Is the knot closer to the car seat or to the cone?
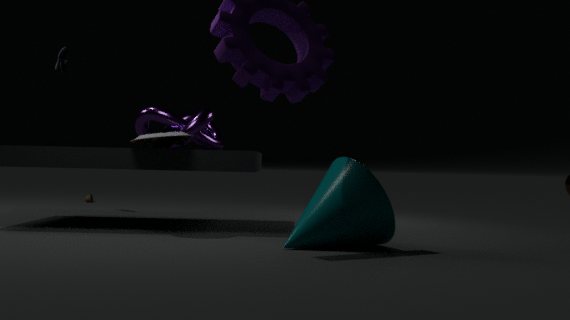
the car seat
